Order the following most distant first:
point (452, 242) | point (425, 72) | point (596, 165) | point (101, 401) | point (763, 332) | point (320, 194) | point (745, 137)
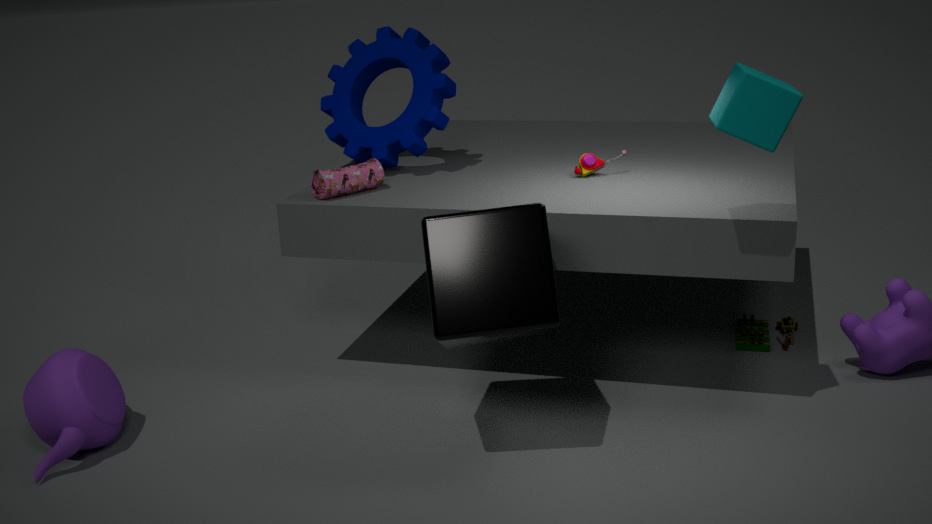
point (763, 332)
point (425, 72)
point (596, 165)
point (320, 194)
point (101, 401)
point (452, 242)
point (745, 137)
